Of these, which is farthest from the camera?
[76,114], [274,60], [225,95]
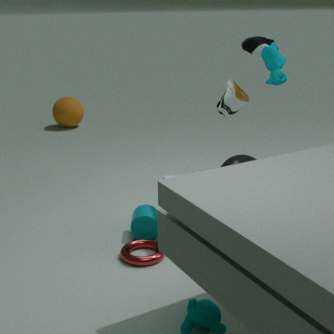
[76,114]
